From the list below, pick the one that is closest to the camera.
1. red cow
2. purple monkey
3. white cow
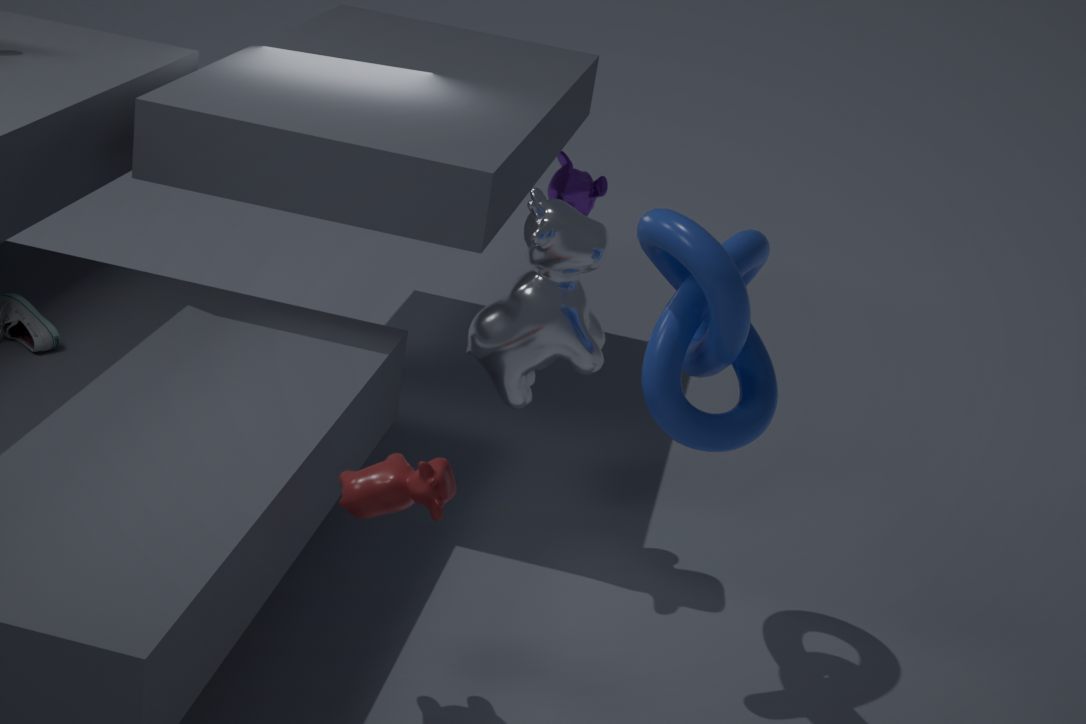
red cow
